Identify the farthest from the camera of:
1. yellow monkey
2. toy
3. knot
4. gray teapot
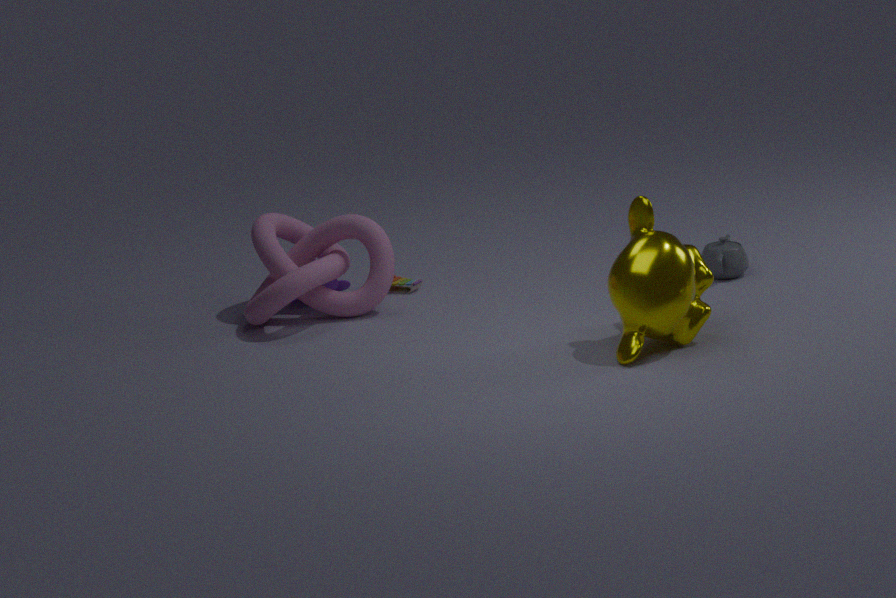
toy
